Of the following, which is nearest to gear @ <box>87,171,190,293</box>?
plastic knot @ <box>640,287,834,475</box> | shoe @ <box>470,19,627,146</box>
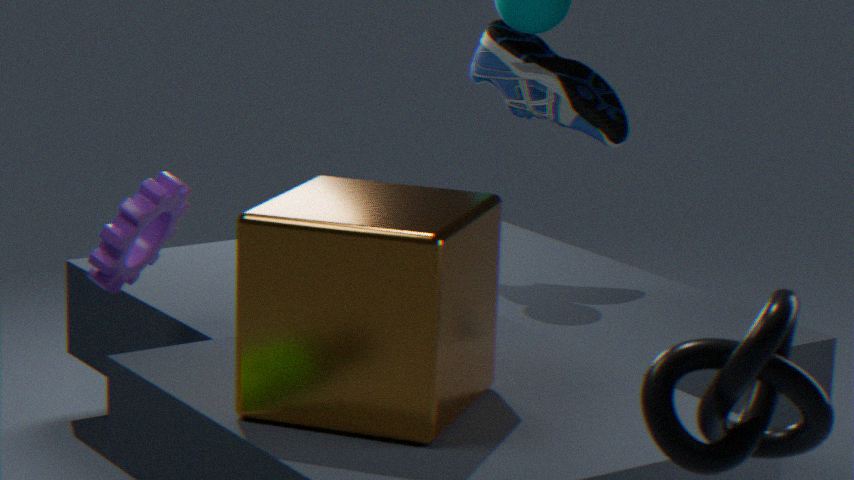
shoe @ <box>470,19,627,146</box>
